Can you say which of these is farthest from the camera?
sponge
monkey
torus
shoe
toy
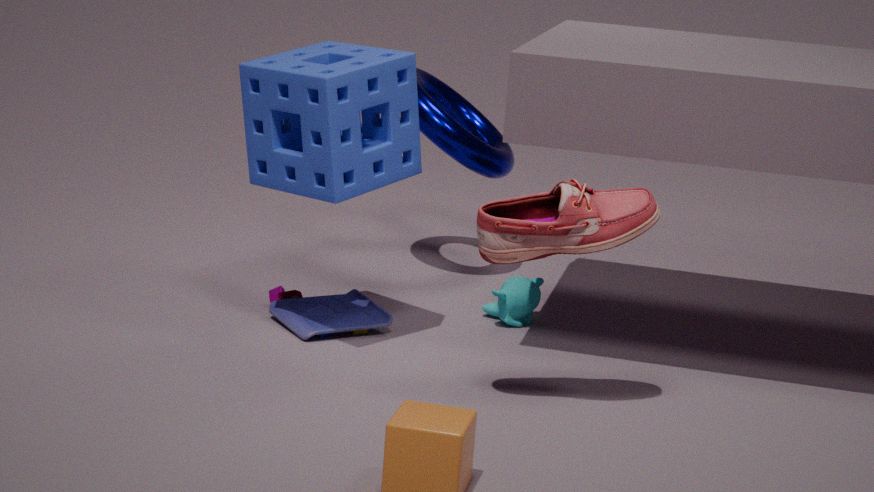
torus
